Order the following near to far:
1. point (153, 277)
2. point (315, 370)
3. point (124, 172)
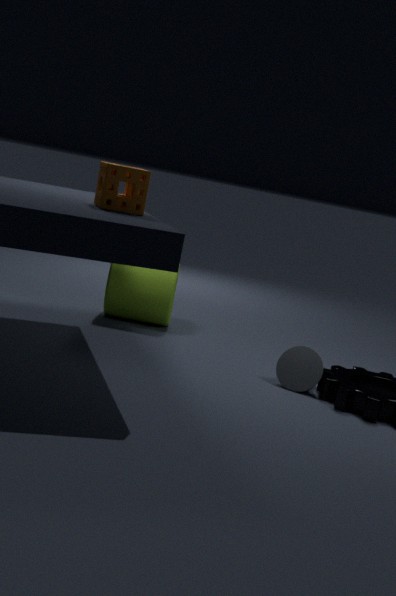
point (124, 172)
point (315, 370)
point (153, 277)
